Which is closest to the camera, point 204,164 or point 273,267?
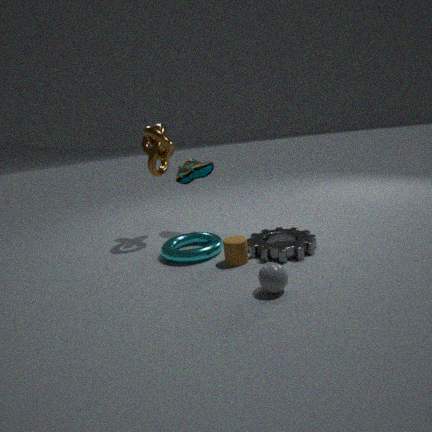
point 273,267
